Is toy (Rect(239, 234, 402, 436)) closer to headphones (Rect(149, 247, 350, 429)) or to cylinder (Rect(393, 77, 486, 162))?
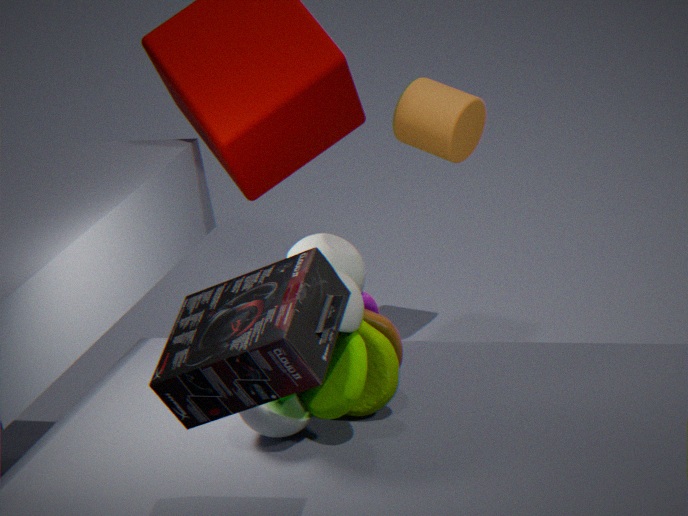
headphones (Rect(149, 247, 350, 429))
